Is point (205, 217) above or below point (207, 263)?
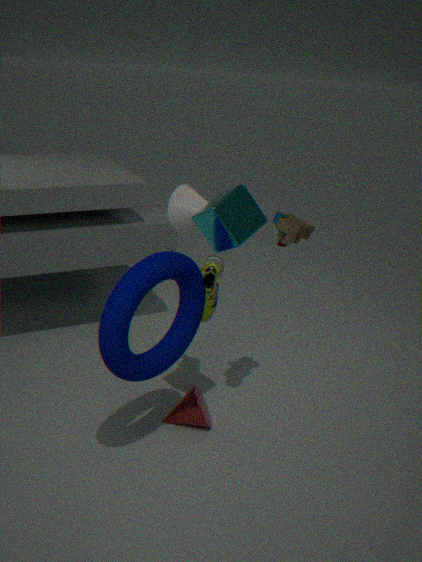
above
